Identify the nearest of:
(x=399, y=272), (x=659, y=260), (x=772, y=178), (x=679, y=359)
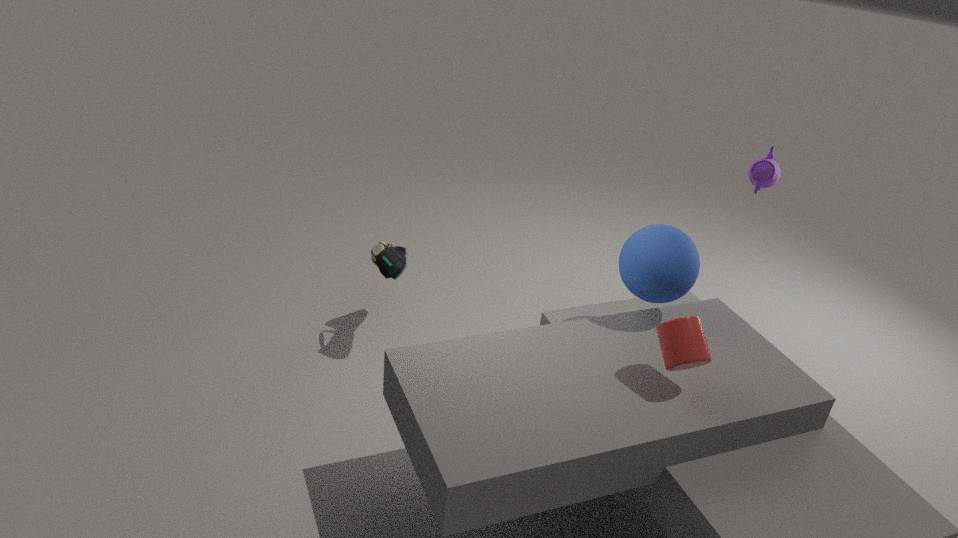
(x=679, y=359)
